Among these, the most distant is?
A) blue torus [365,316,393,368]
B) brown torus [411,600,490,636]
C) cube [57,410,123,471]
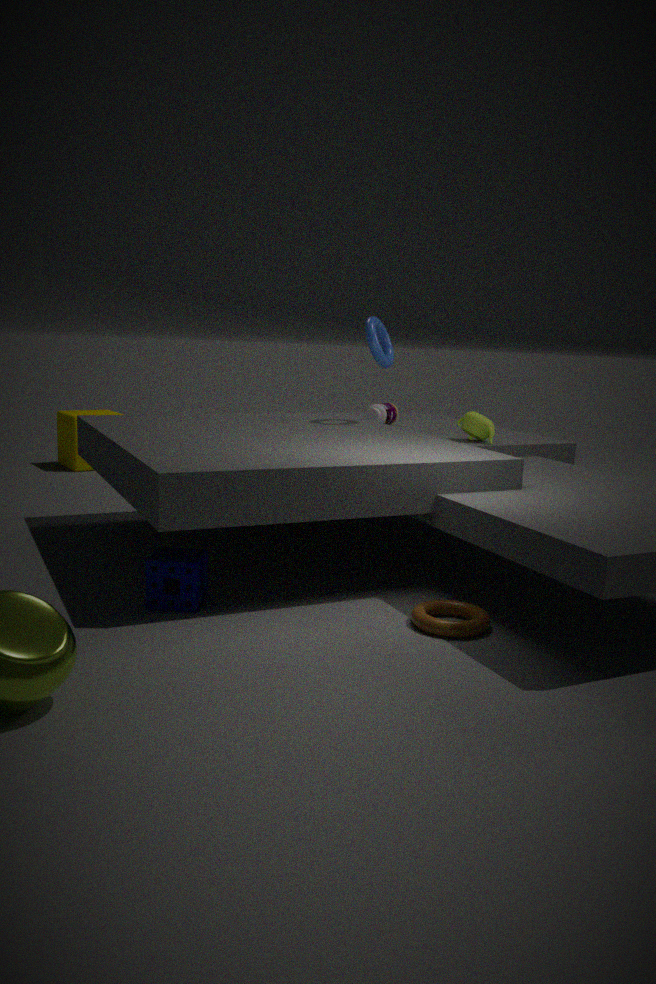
cube [57,410,123,471]
